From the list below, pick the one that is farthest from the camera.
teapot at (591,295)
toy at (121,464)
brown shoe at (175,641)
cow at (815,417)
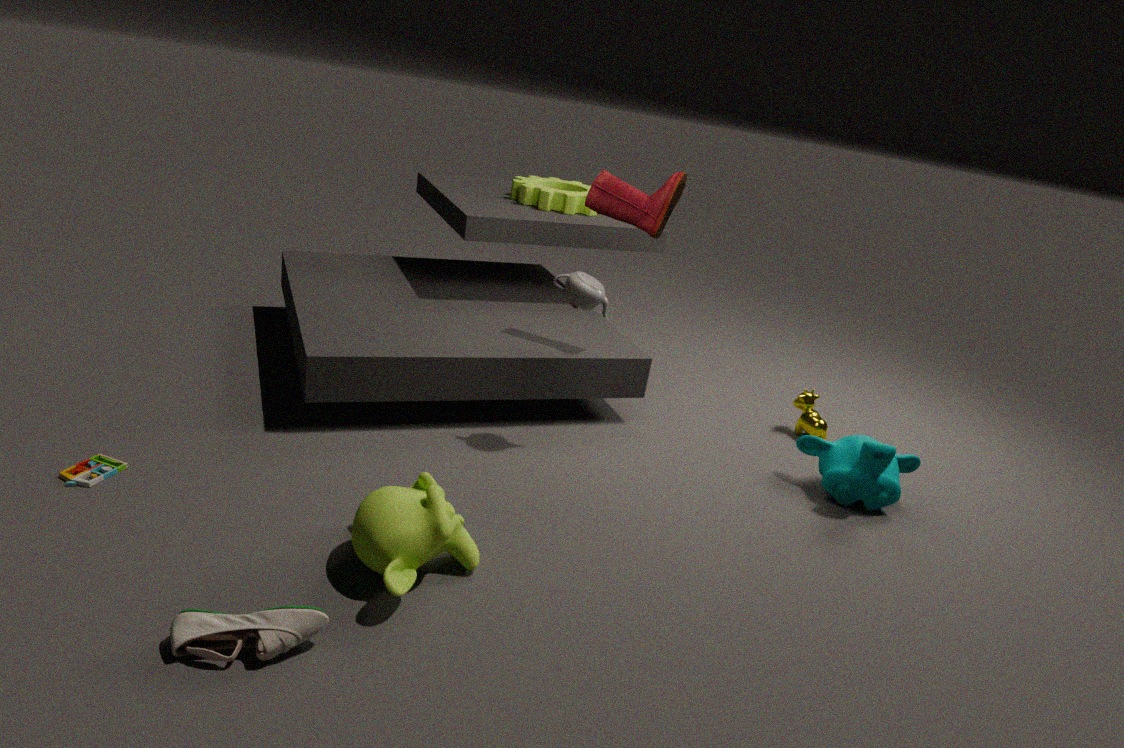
cow at (815,417)
